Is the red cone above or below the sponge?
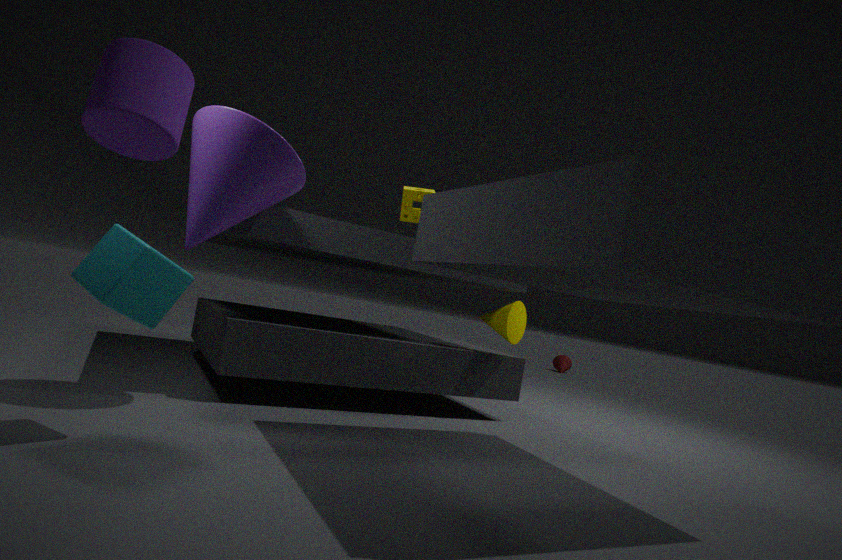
below
